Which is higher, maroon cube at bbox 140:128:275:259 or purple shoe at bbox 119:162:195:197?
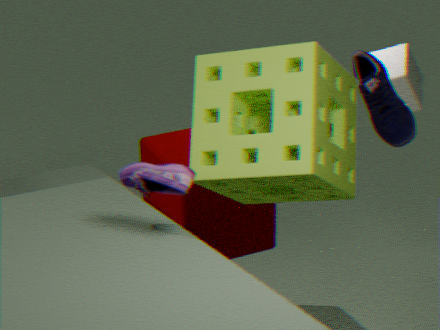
purple shoe at bbox 119:162:195:197
